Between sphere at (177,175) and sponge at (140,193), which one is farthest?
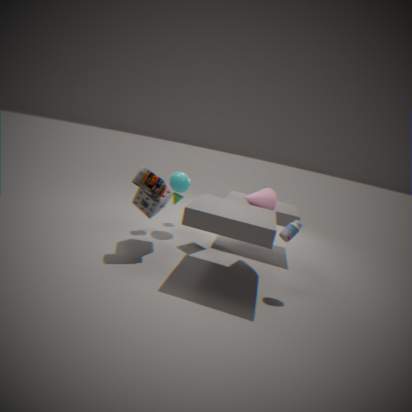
sphere at (177,175)
